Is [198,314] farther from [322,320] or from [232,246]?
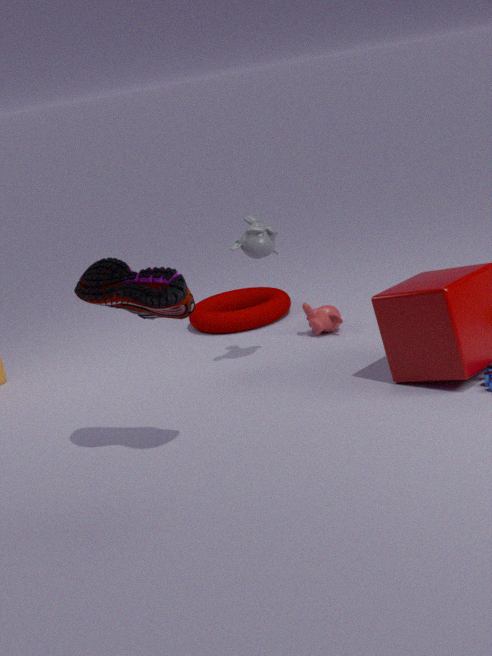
[232,246]
